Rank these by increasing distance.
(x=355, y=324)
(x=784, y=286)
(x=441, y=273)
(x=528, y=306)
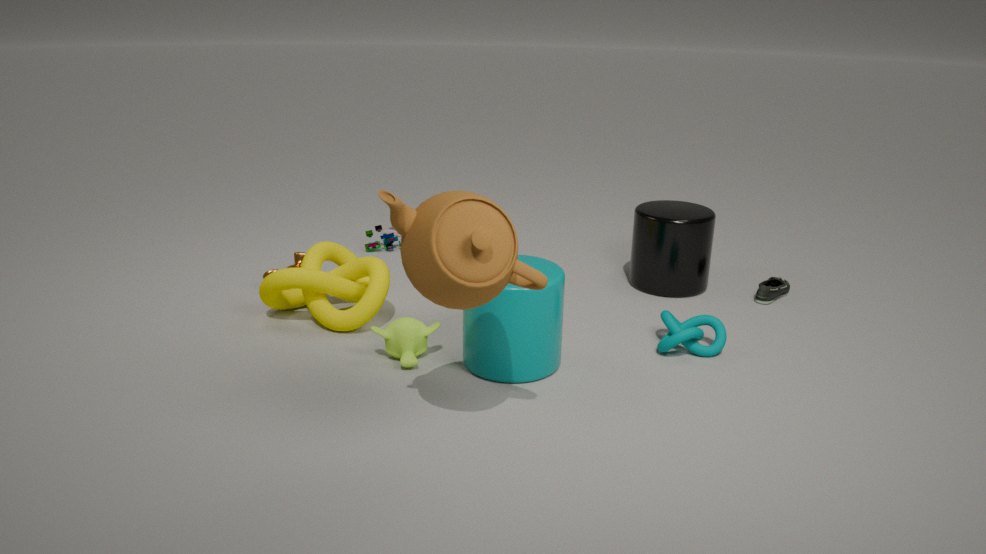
(x=441, y=273) → (x=528, y=306) → (x=355, y=324) → (x=784, y=286)
